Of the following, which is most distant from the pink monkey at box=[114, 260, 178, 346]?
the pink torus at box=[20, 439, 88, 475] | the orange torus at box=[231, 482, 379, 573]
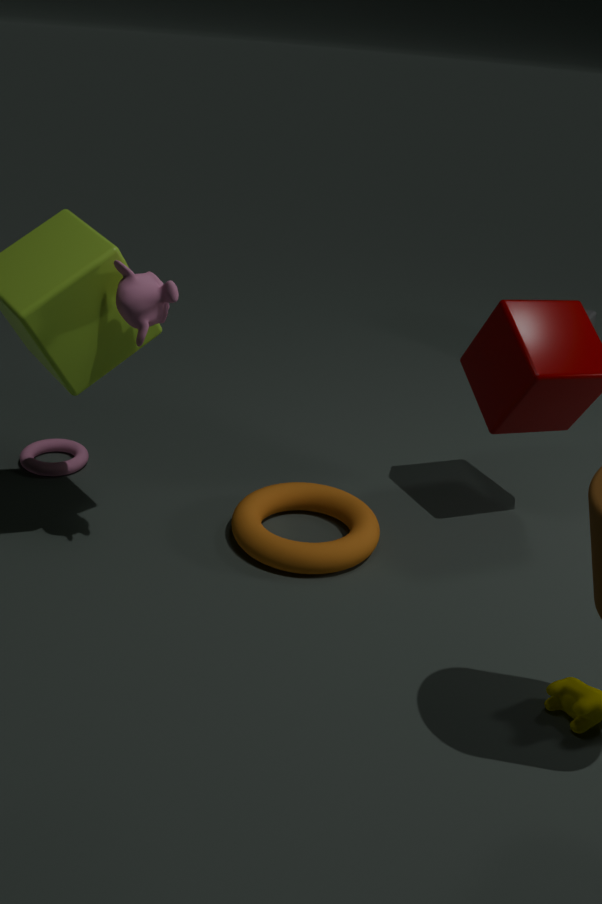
the pink torus at box=[20, 439, 88, 475]
